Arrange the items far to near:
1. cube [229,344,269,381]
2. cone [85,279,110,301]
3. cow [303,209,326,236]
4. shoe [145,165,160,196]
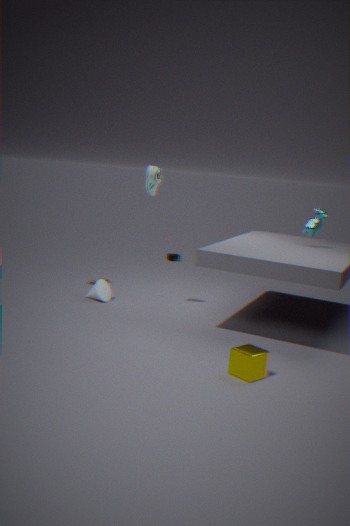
cone [85,279,110,301] < cow [303,209,326,236] < shoe [145,165,160,196] < cube [229,344,269,381]
